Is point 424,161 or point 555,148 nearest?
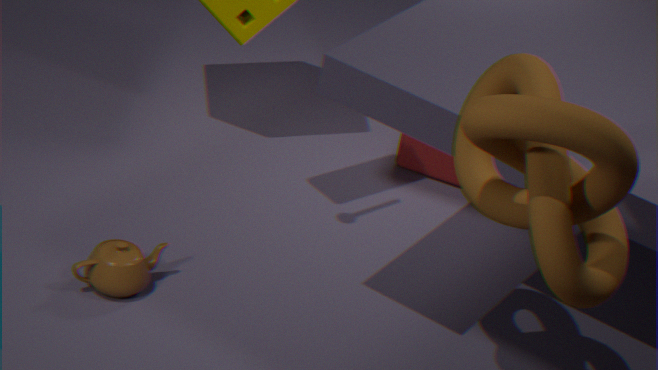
point 555,148
